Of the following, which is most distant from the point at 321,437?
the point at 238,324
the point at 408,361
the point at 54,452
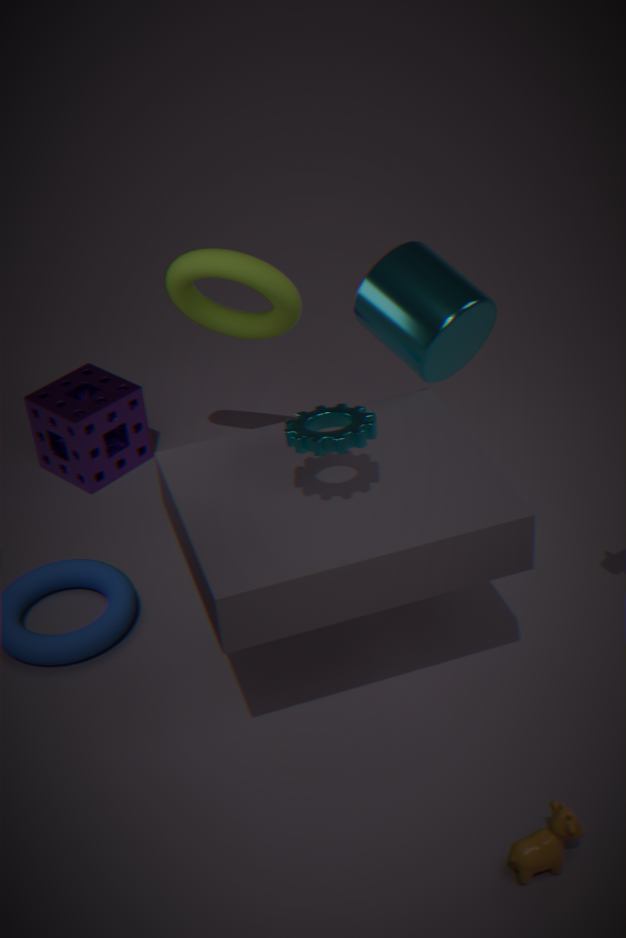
the point at 54,452
